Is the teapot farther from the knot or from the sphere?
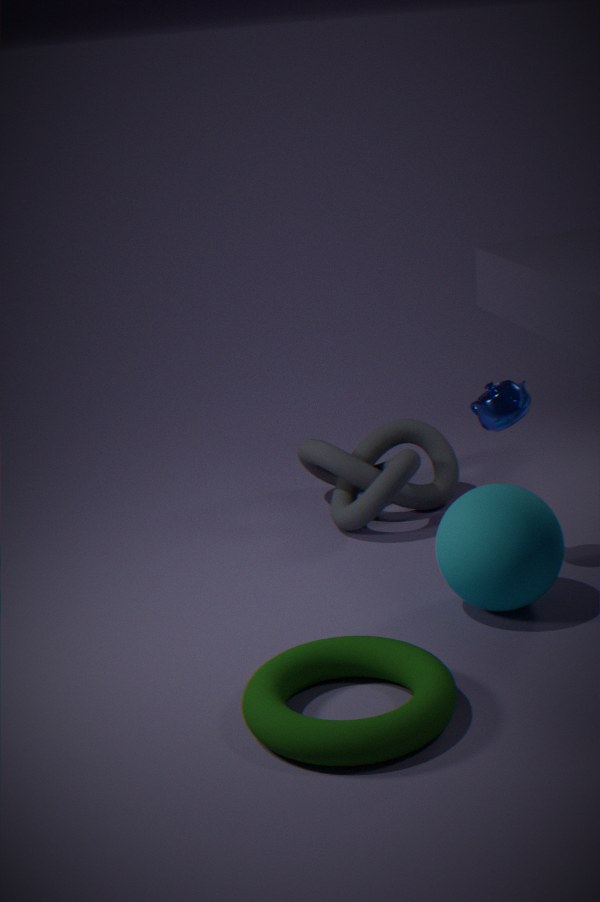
the knot
